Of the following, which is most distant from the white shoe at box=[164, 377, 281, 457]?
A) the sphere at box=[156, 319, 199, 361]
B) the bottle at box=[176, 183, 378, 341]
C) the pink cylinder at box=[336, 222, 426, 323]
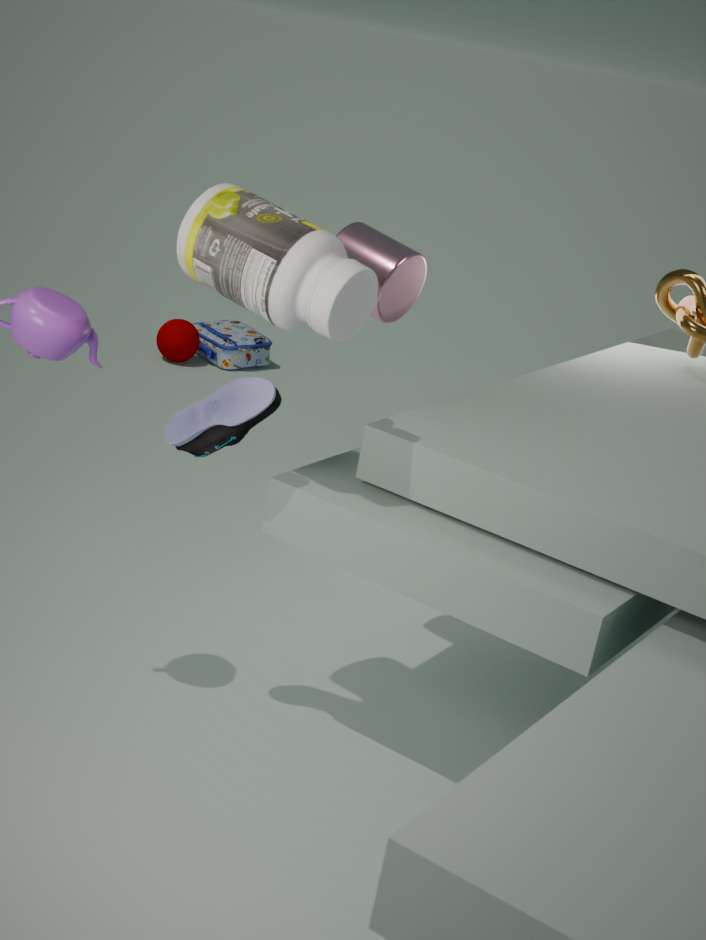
the sphere at box=[156, 319, 199, 361]
